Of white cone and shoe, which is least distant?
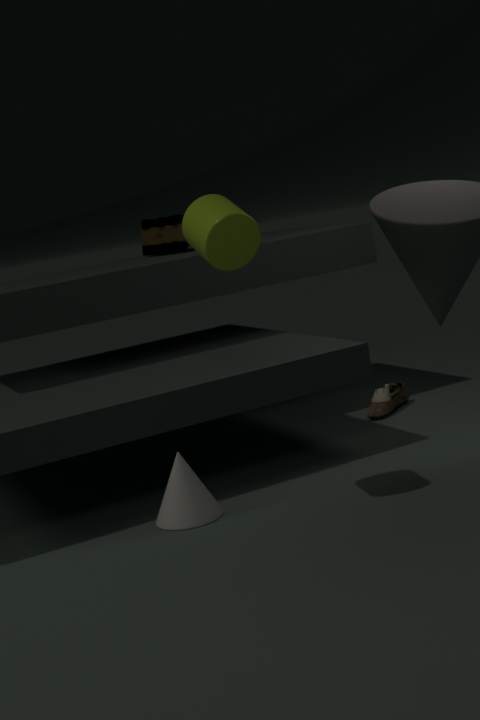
white cone
